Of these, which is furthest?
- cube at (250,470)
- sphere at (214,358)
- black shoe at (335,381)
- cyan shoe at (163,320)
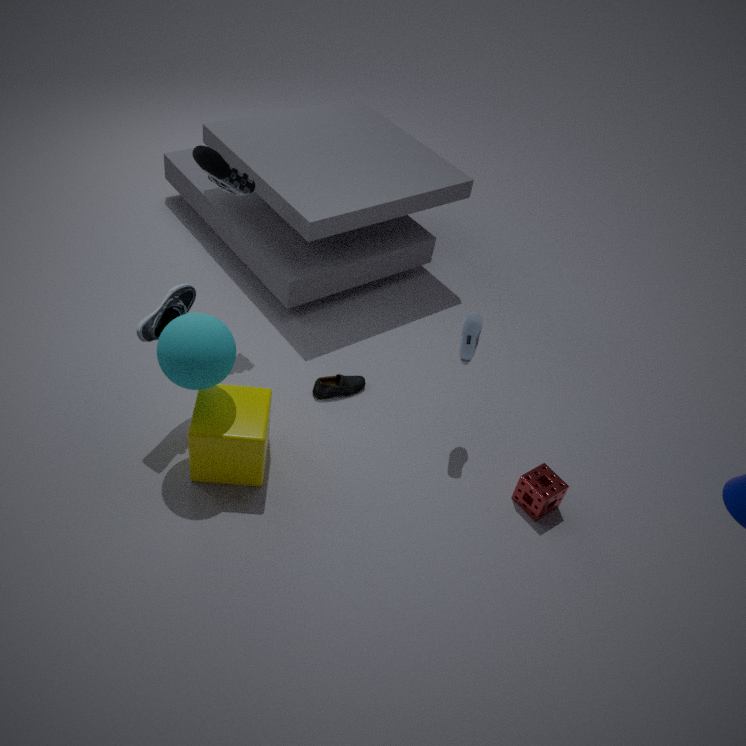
black shoe at (335,381)
